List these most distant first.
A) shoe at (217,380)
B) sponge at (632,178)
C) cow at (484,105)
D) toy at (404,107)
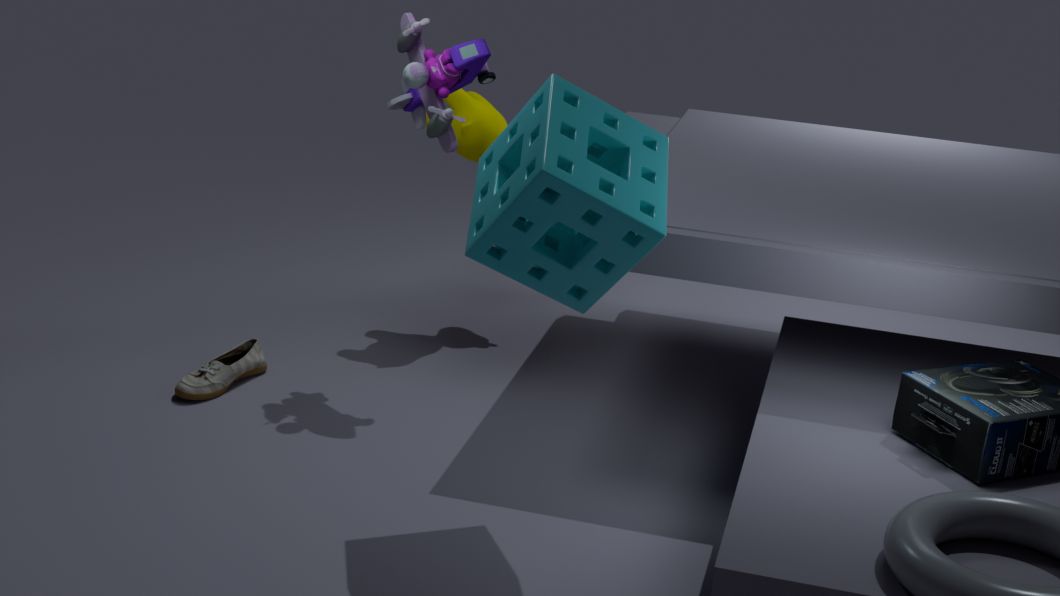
cow at (484,105) → shoe at (217,380) → toy at (404,107) → sponge at (632,178)
